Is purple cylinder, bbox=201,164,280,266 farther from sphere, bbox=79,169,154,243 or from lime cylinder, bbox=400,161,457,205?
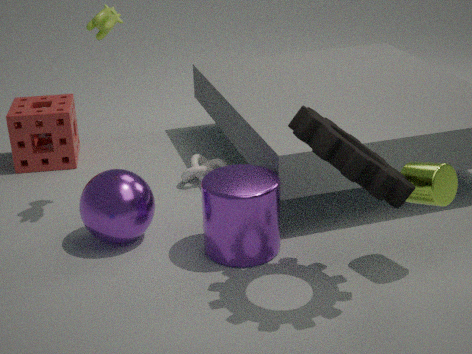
lime cylinder, bbox=400,161,457,205
